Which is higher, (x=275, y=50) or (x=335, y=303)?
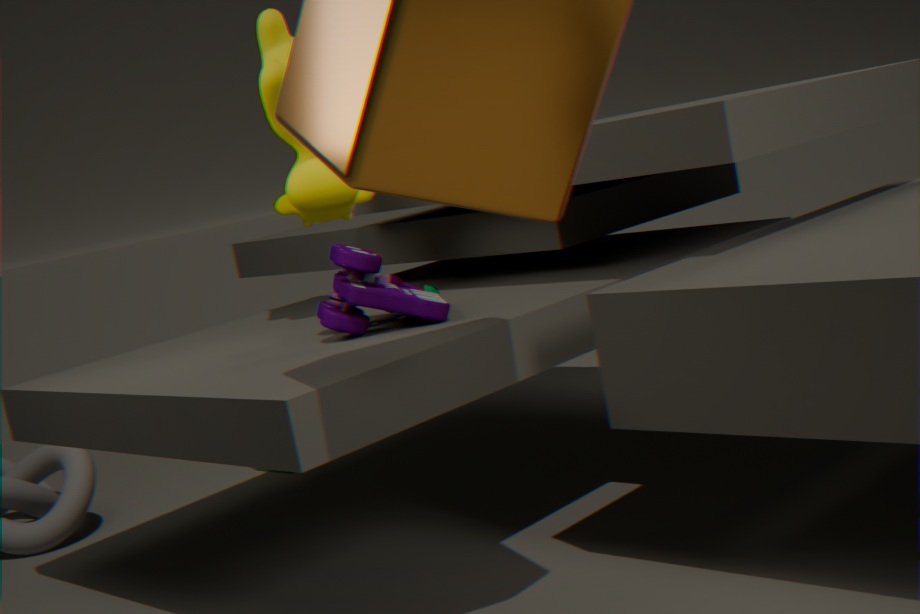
(x=275, y=50)
